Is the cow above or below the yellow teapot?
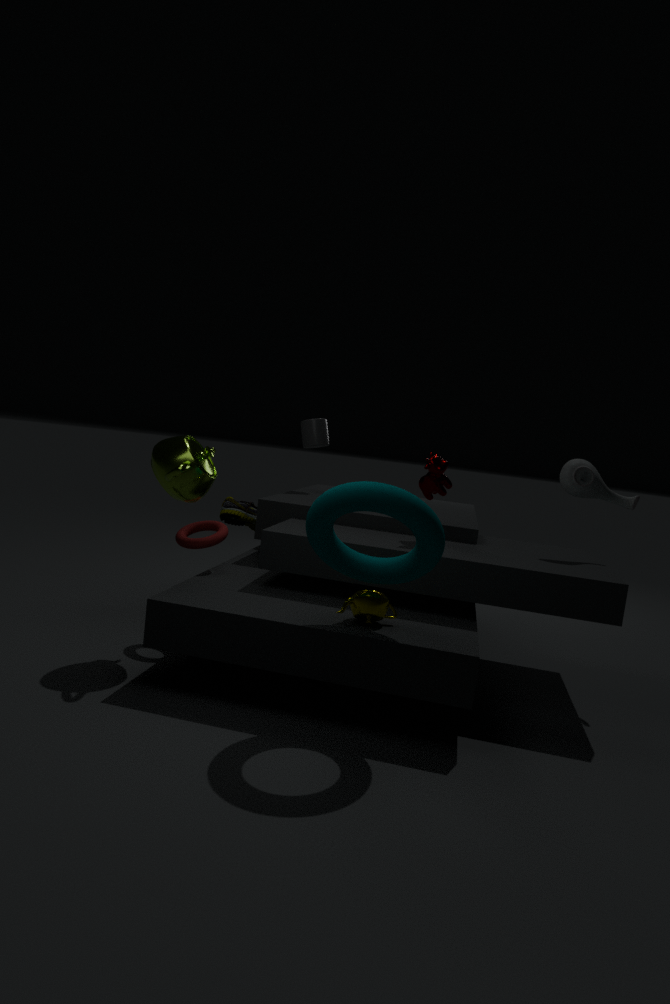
above
